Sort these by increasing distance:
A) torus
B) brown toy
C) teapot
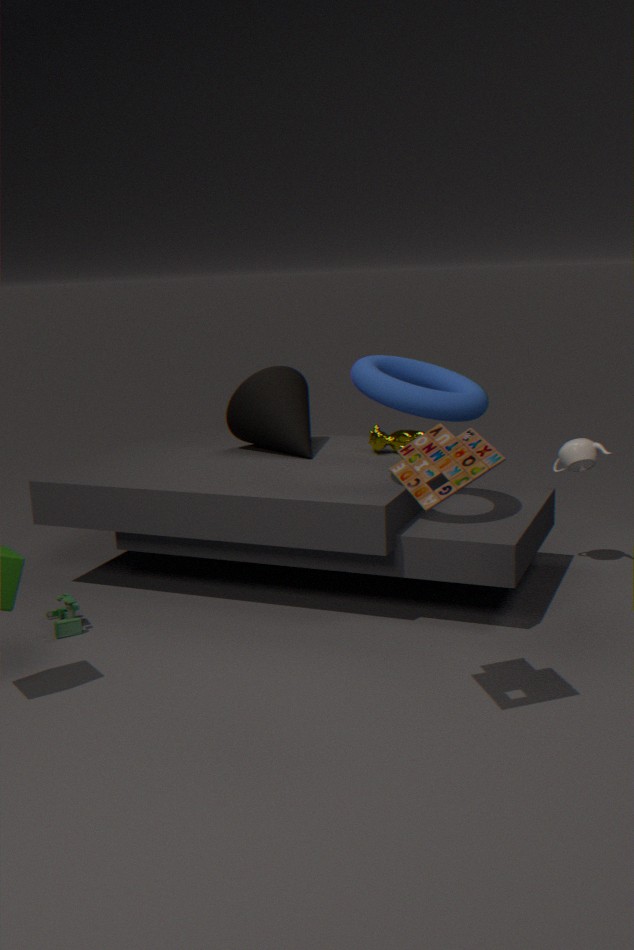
1. brown toy
2. torus
3. teapot
